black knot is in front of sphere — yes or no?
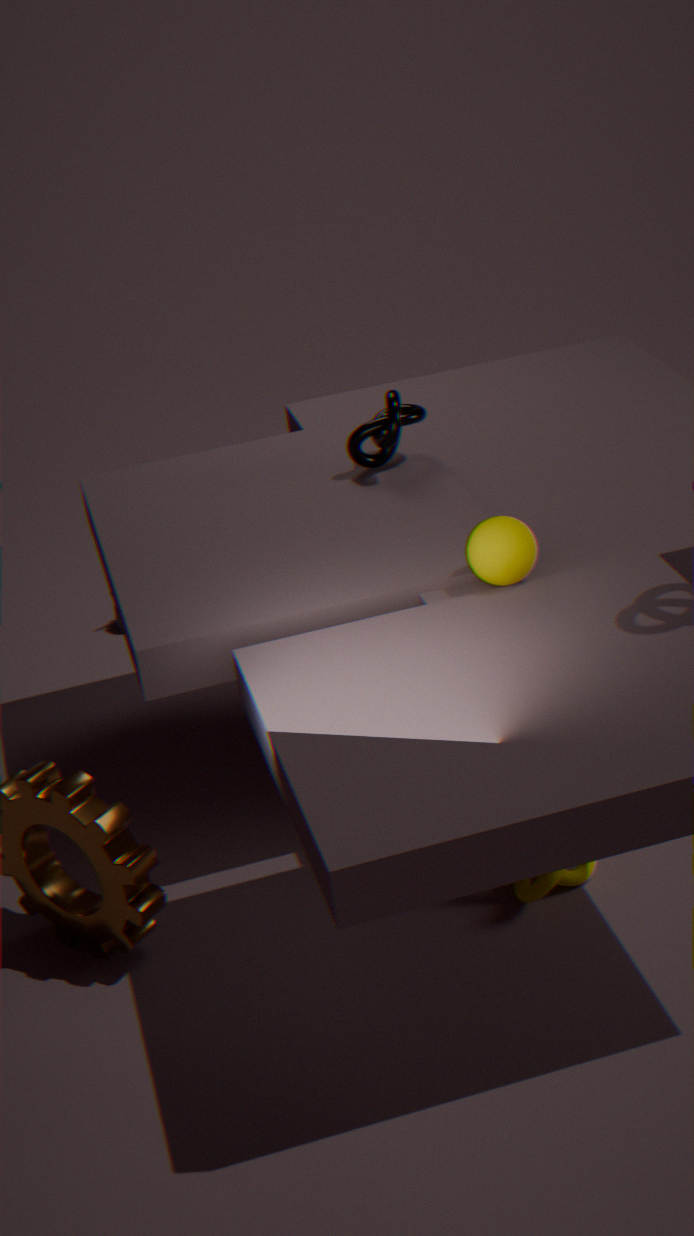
No
